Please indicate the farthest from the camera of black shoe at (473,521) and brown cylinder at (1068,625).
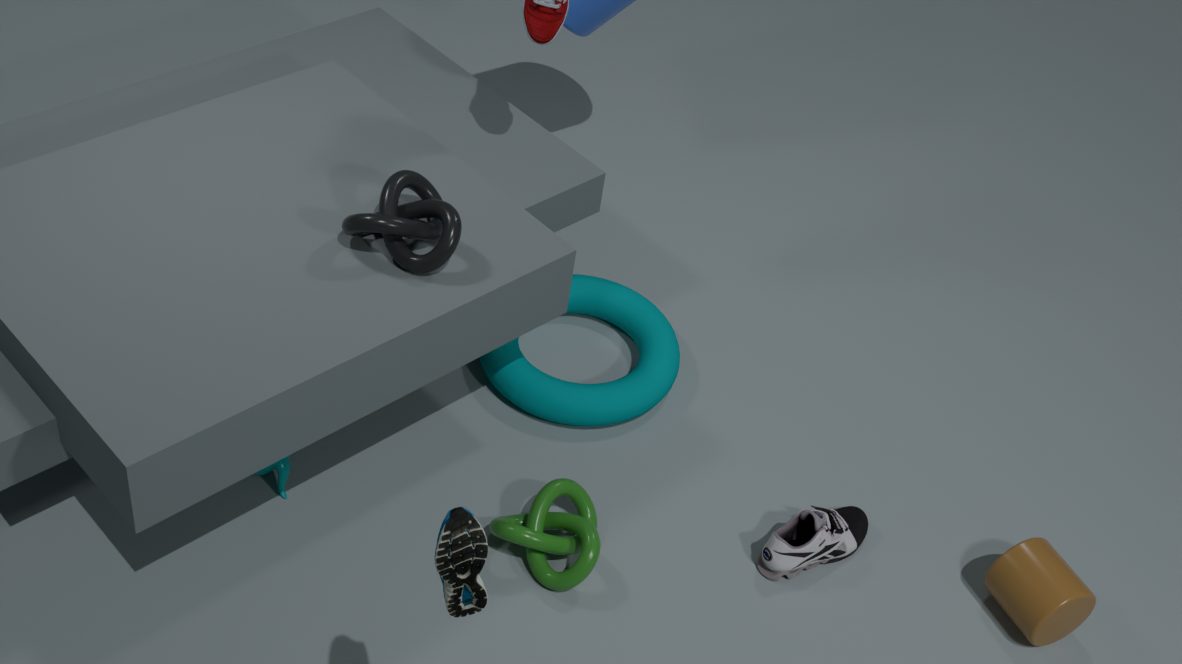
brown cylinder at (1068,625)
